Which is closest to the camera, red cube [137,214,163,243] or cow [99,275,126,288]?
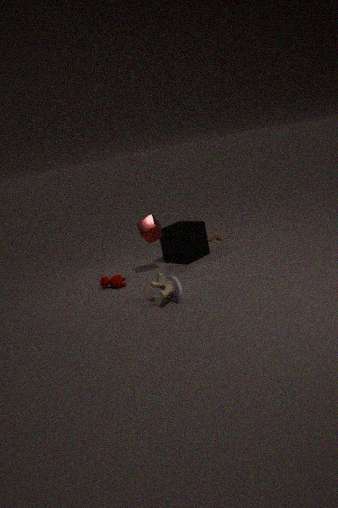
cow [99,275,126,288]
